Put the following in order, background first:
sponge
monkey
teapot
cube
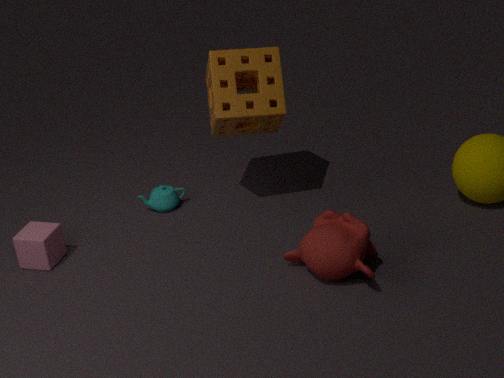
1. teapot
2. sponge
3. cube
4. monkey
